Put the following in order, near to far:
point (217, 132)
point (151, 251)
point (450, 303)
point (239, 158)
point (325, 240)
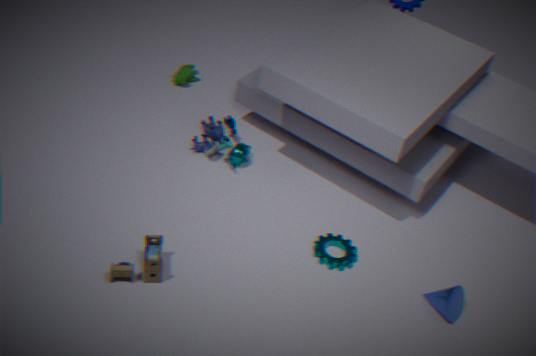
point (151, 251) → point (450, 303) → point (325, 240) → point (239, 158) → point (217, 132)
